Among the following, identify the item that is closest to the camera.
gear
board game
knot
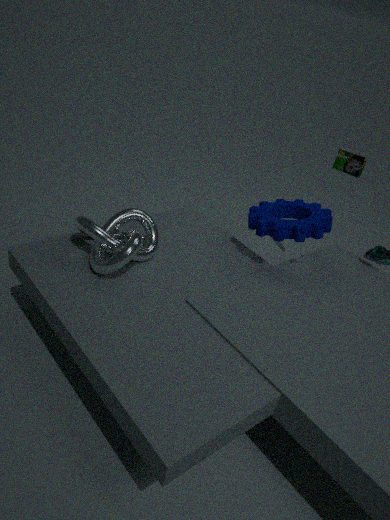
→ knot
